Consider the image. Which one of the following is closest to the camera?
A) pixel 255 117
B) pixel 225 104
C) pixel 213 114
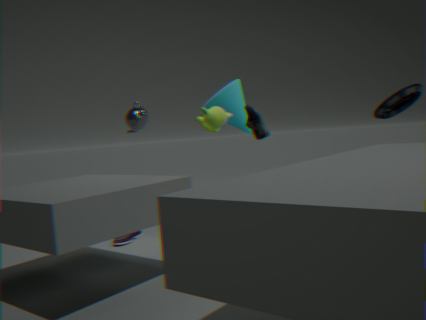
pixel 213 114
